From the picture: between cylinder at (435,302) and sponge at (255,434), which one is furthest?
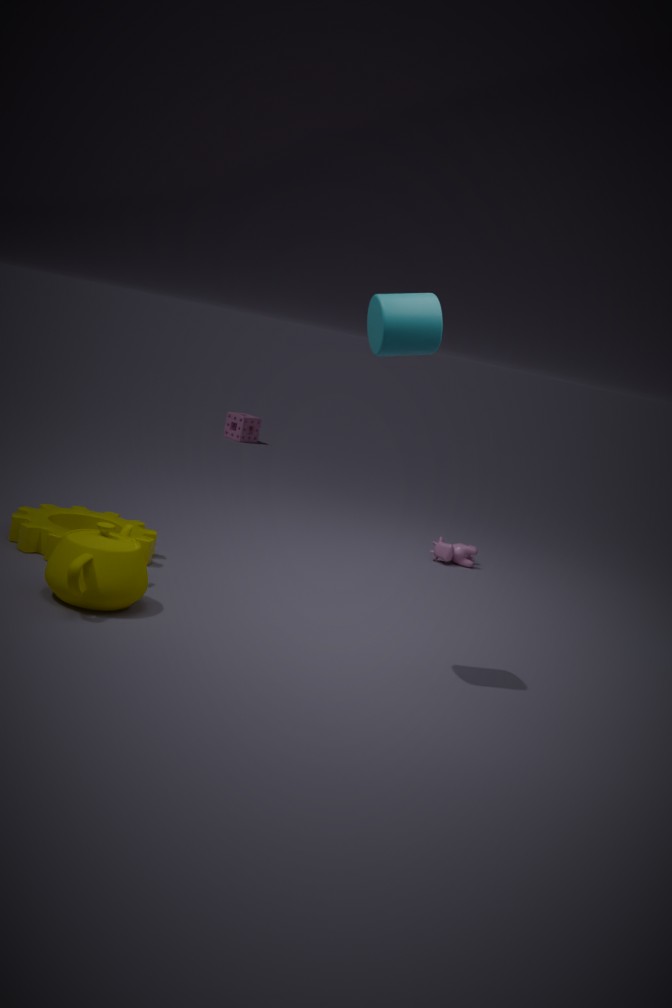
sponge at (255,434)
